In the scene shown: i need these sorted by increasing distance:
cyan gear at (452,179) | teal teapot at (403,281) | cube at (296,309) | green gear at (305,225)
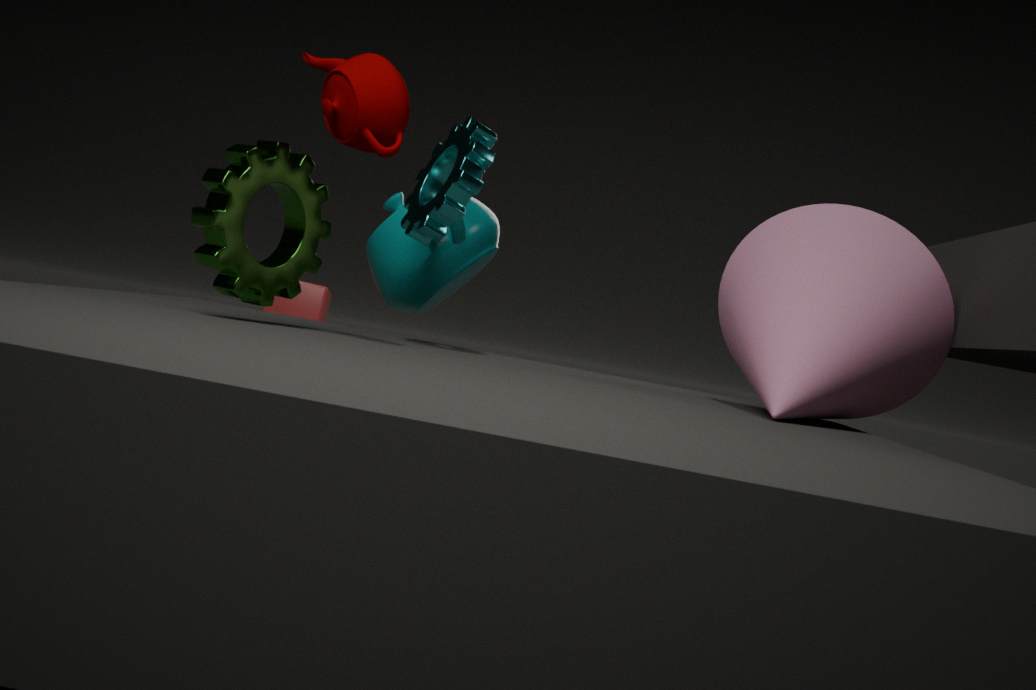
green gear at (305,225), cyan gear at (452,179), teal teapot at (403,281), cube at (296,309)
